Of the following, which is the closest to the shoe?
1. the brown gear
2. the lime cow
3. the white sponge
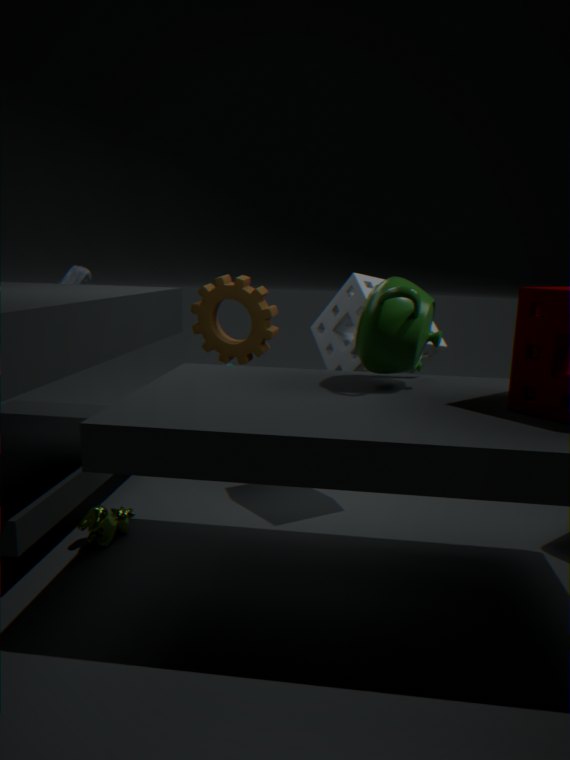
the brown gear
